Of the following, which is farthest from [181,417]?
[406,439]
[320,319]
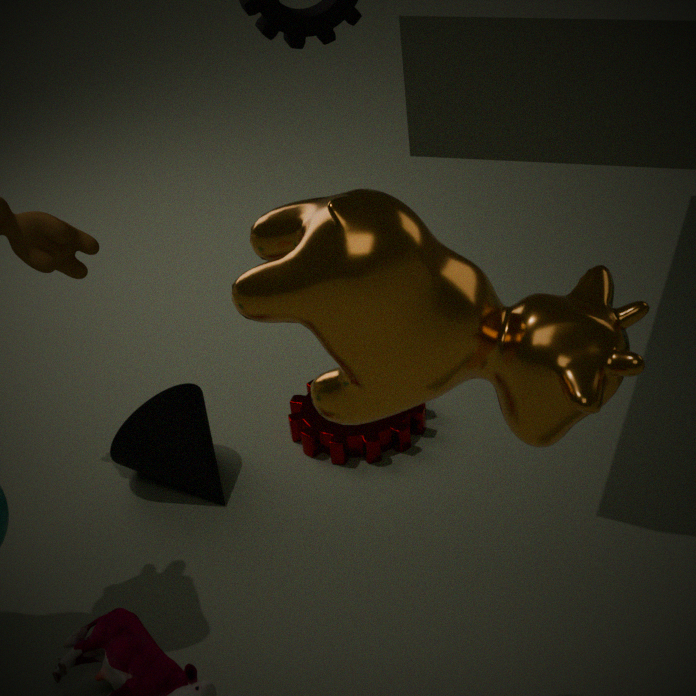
[320,319]
